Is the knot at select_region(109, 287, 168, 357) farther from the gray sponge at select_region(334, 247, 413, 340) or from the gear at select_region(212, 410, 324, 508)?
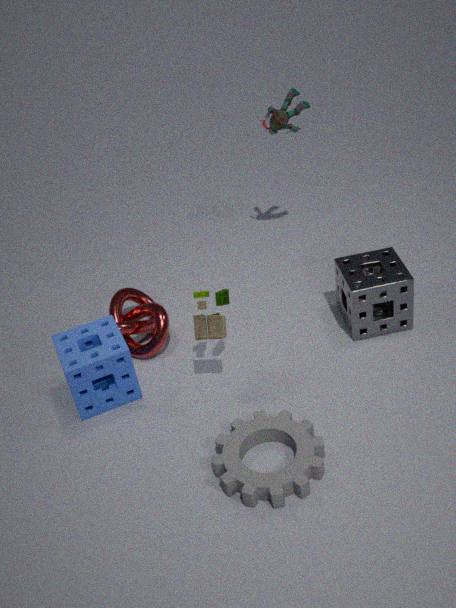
the gray sponge at select_region(334, 247, 413, 340)
